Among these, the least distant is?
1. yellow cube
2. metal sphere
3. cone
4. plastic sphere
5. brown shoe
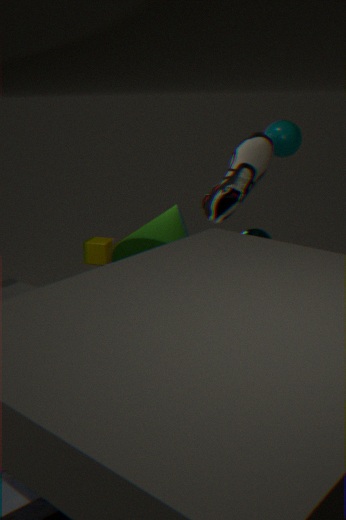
cone
